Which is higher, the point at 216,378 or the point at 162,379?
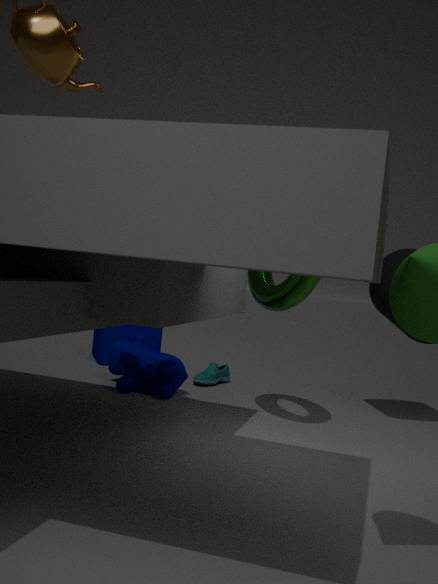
the point at 162,379
